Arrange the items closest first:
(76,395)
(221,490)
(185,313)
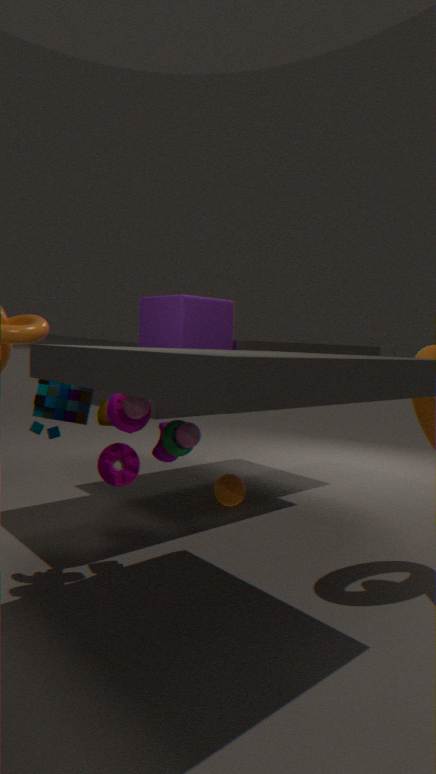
1. (76,395)
2. (185,313)
3. (221,490)
